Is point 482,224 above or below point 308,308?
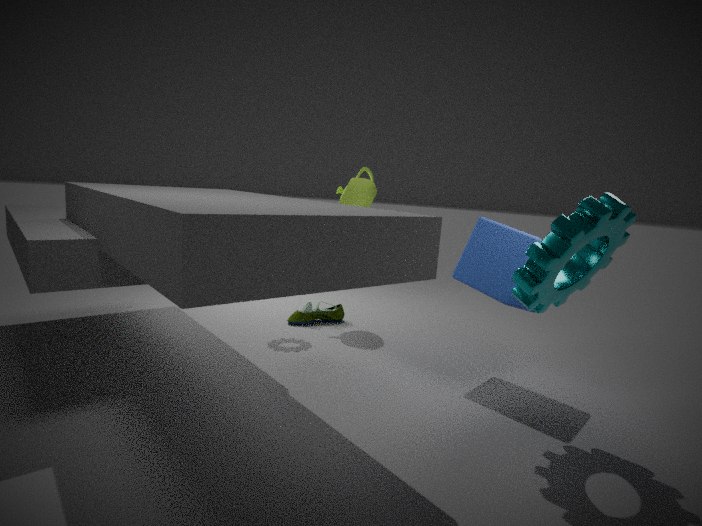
above
